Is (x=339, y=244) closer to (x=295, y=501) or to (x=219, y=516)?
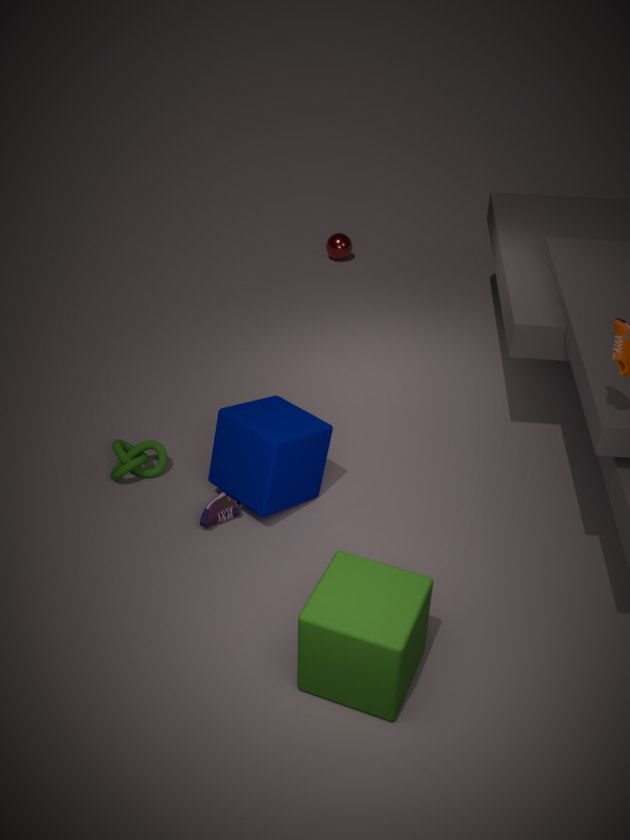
(x=295, y=501)
